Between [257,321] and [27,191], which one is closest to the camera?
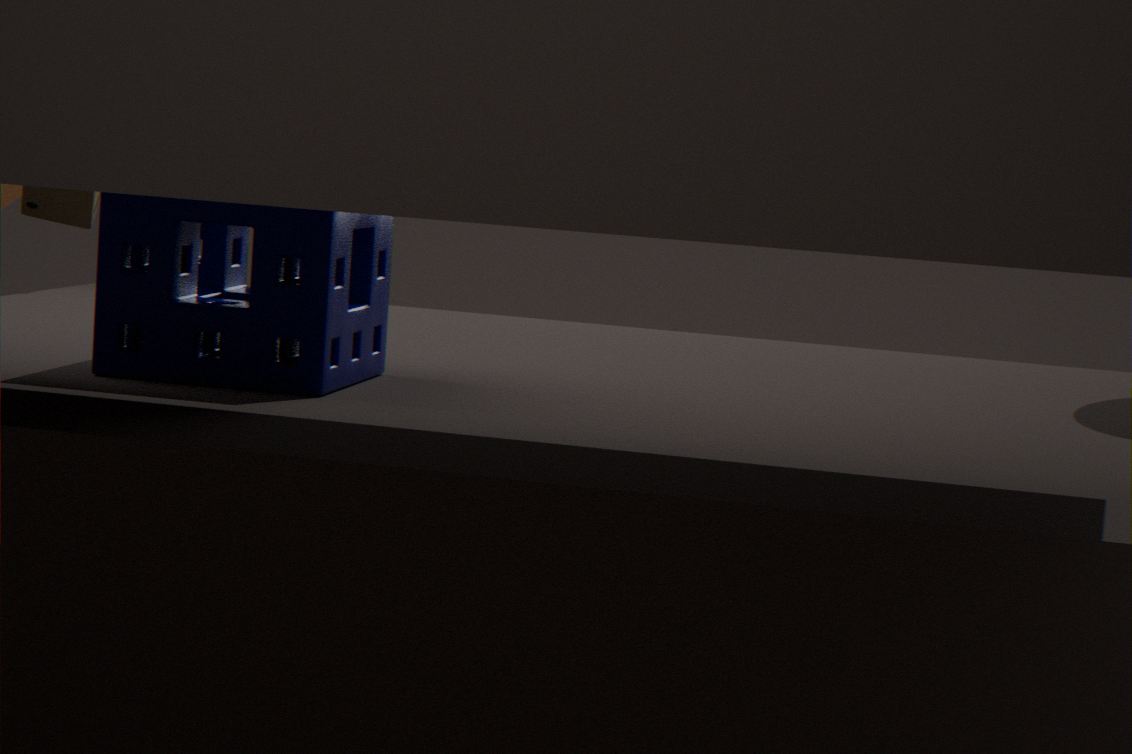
[257,321]
